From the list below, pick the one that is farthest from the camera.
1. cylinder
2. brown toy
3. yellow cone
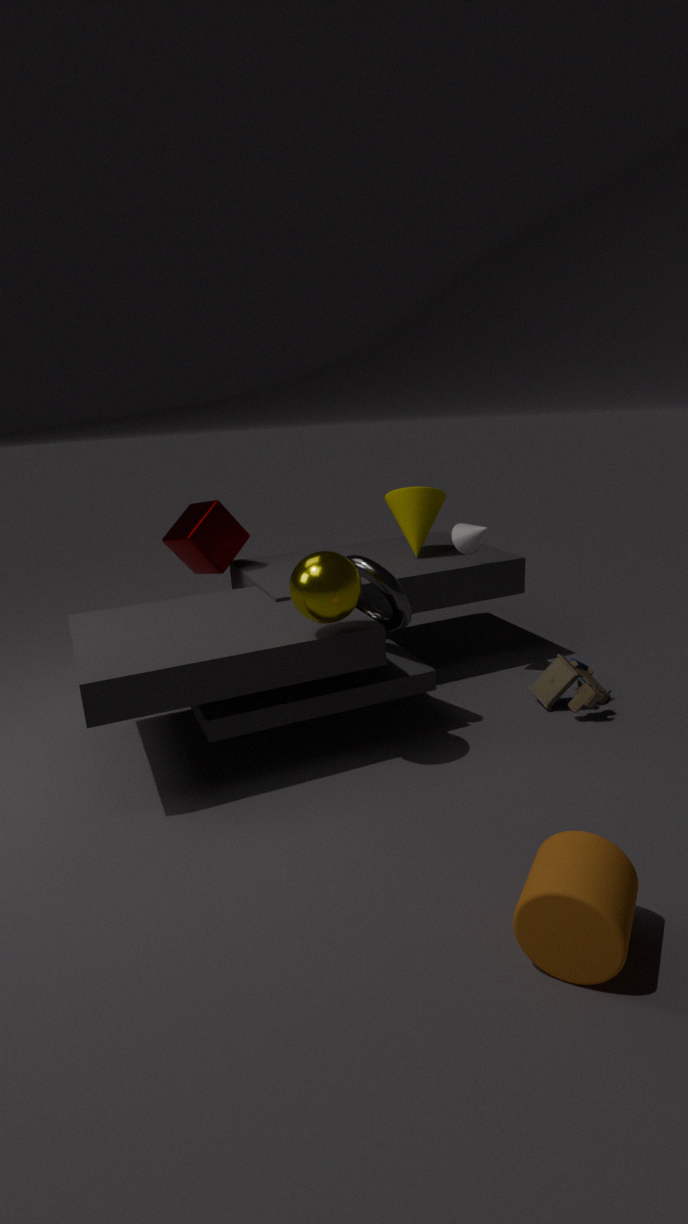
yellow cone
